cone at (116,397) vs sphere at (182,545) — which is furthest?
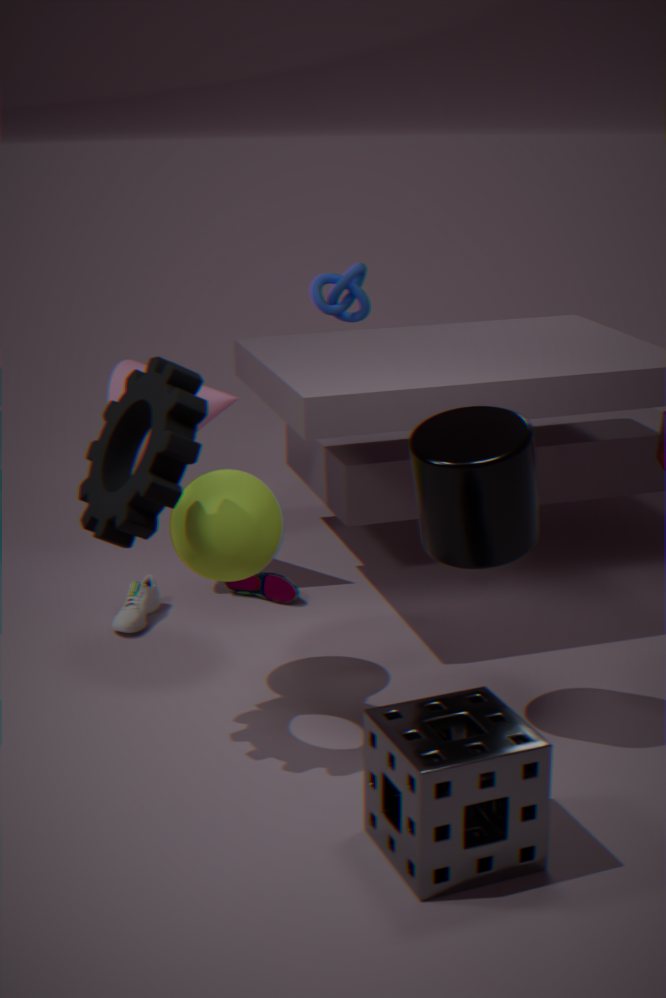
cone at (116,397)
